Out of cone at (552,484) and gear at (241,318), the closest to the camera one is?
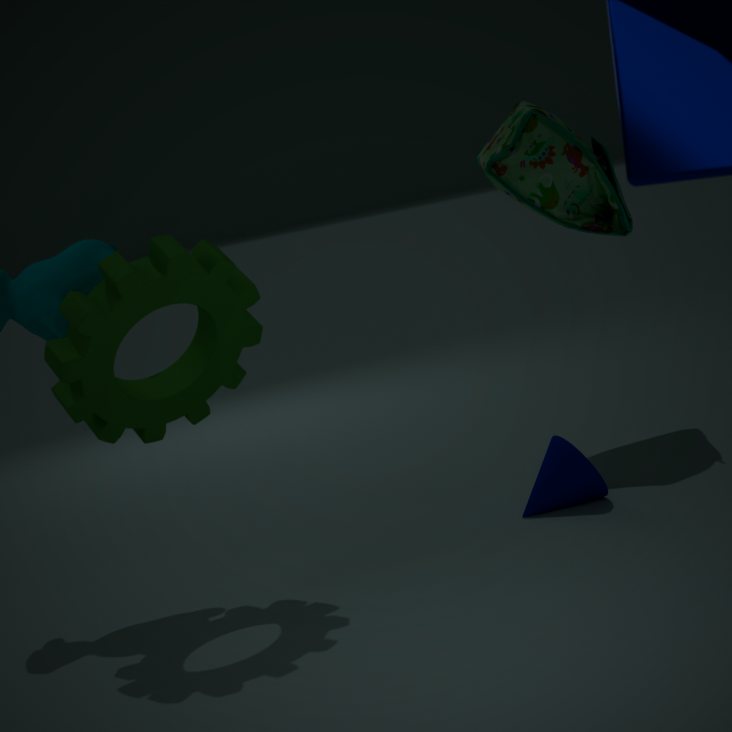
gear at (241,318)
